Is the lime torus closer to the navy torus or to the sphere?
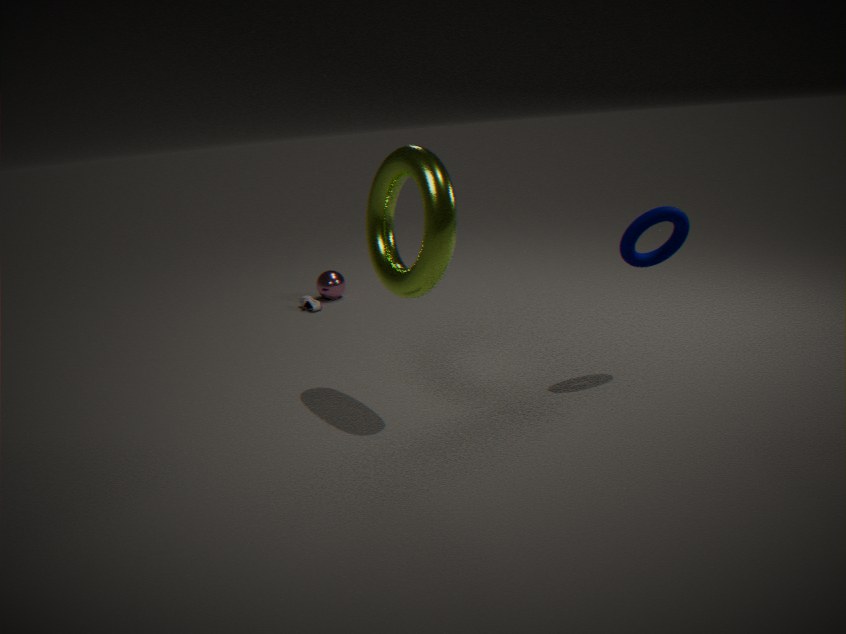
the navy torus
